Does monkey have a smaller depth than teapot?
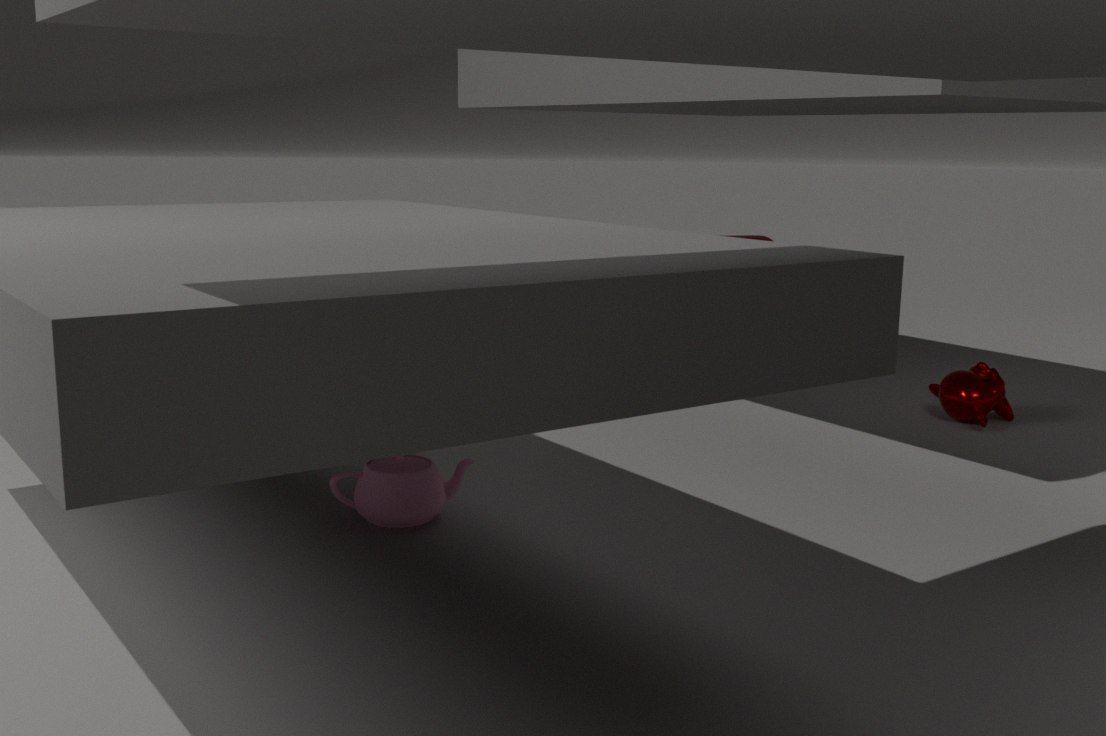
No
